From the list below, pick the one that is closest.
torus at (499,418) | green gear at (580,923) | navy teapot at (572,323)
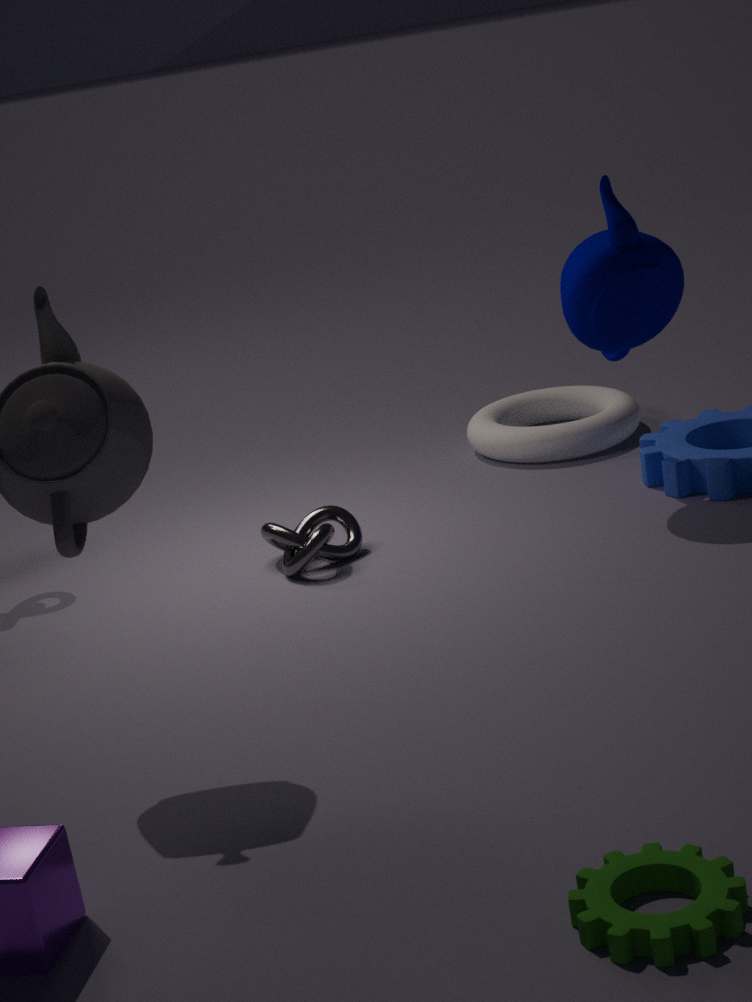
green gear at (580,923)
